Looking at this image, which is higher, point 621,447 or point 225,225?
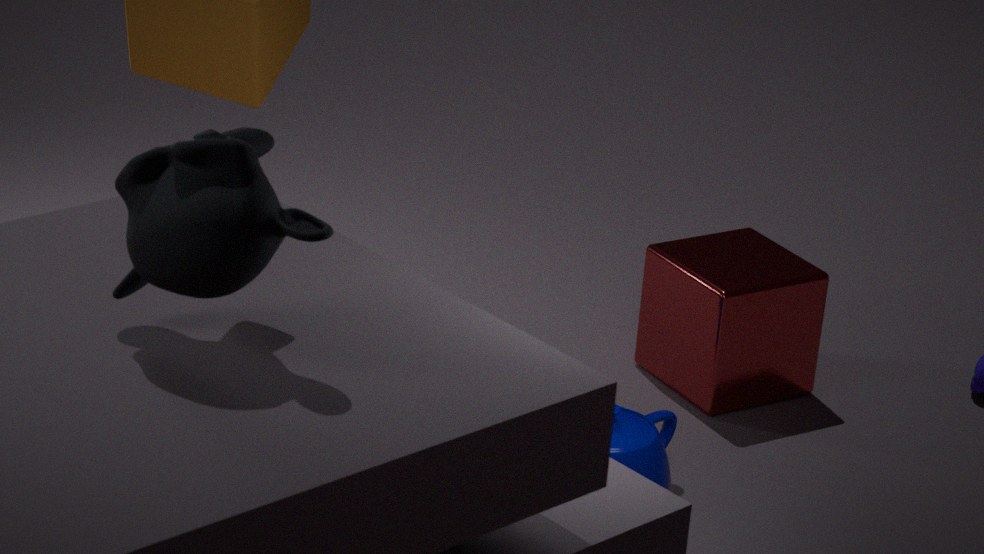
point 225,225
